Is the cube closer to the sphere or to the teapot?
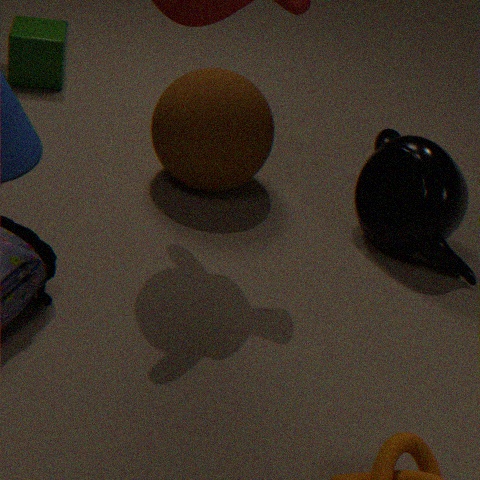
the sphere
